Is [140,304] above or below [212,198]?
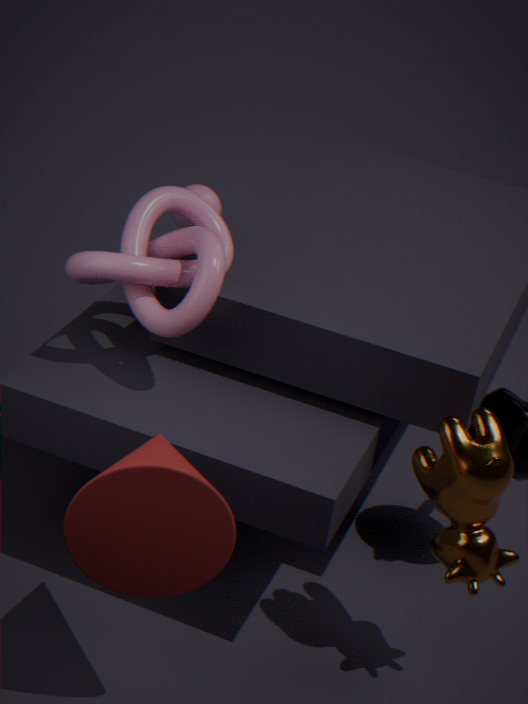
above
